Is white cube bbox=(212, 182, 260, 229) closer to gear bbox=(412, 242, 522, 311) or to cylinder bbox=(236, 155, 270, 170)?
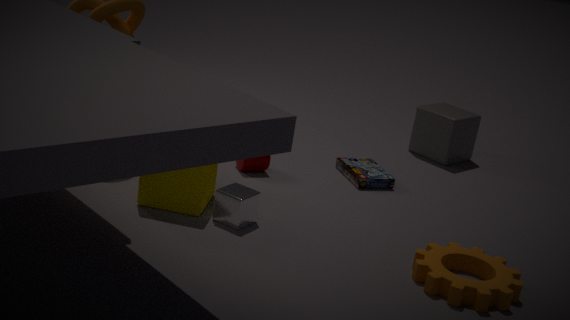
cylinder bbox=(236, 155, 270, 170)
